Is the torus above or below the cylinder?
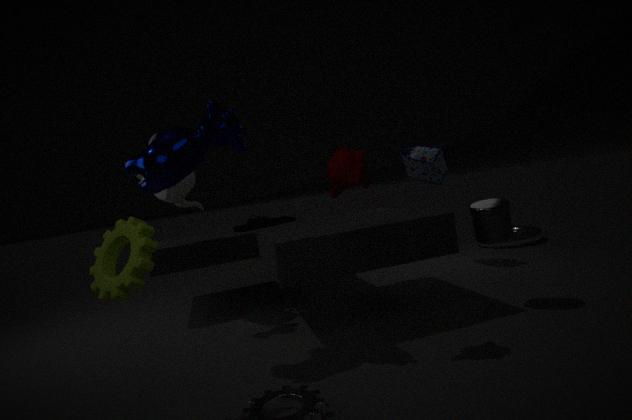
below
